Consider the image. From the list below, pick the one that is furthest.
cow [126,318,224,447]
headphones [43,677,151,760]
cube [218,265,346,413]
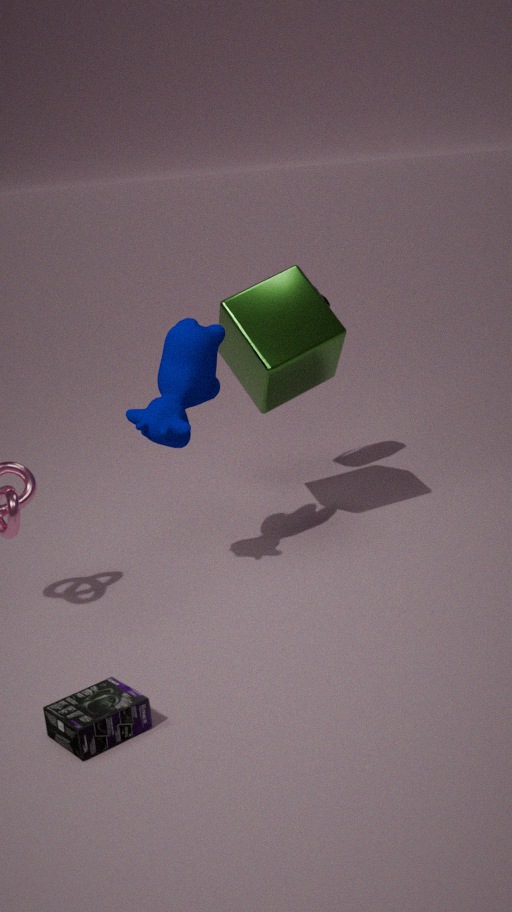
cube [218,265,346,413]
